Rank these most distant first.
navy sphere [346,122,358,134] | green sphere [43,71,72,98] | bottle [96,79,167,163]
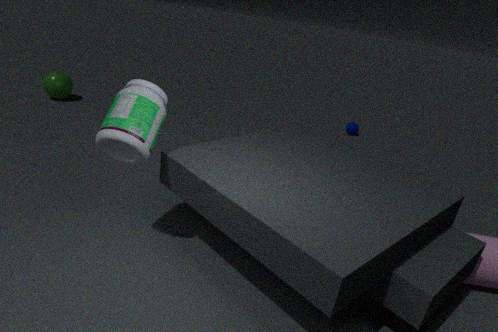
navy sphere [346,122,358,134]
green sphere [43,71,72,98]
bottle [96,79,167,163]
